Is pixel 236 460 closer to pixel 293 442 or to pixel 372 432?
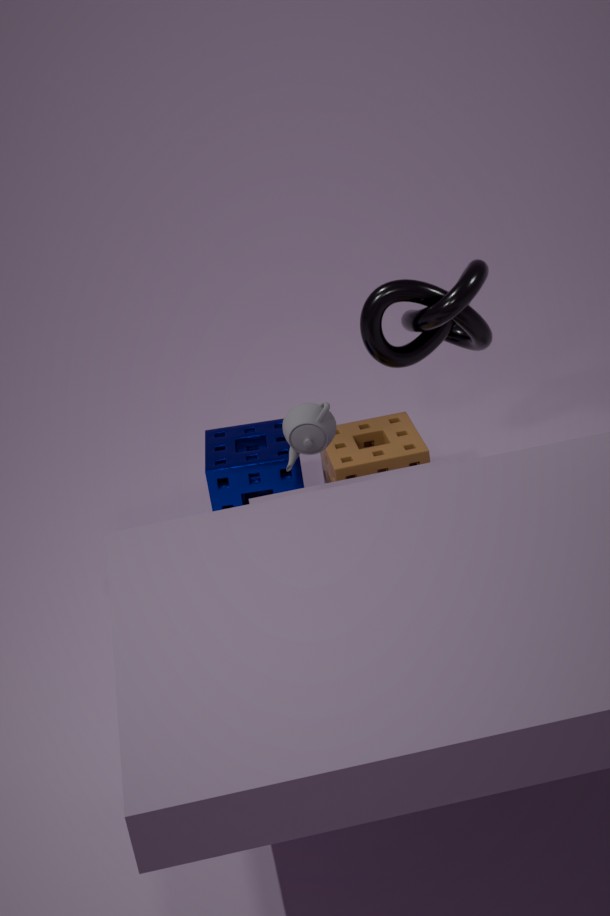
pixel 372 432
